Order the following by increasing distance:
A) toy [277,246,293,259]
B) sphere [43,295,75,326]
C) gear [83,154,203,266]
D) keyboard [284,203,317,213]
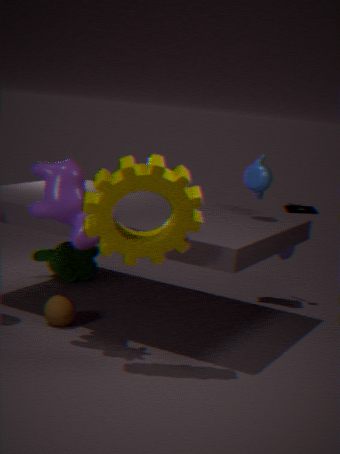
gear [83,154,203,266]
sphere [43,295,75,326]
toy [277,246,293,259]
keyboard [284,203,317,213]
